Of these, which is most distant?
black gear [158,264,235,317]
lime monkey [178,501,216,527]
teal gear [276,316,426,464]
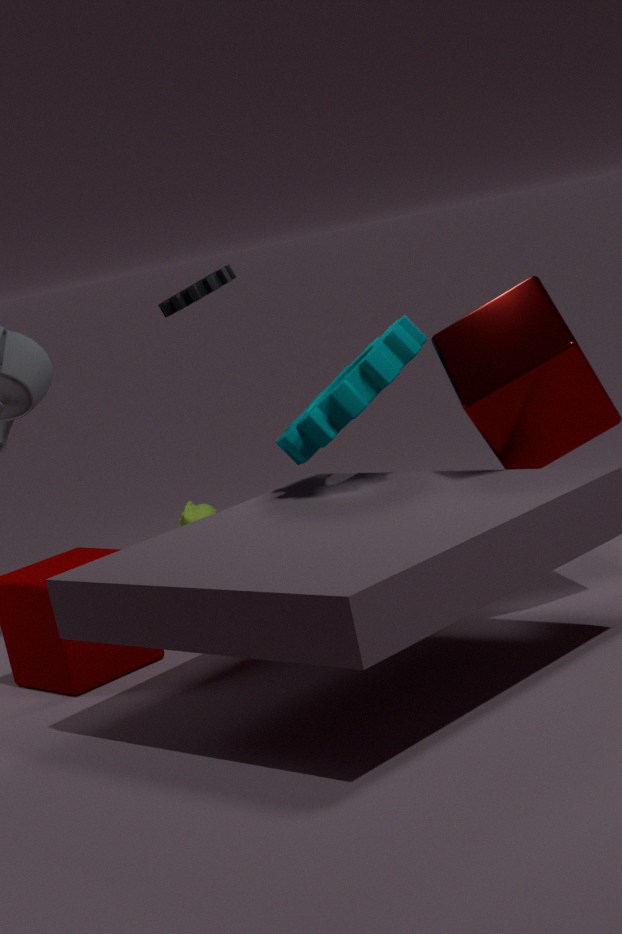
lime monkey [178,501,216,527]
